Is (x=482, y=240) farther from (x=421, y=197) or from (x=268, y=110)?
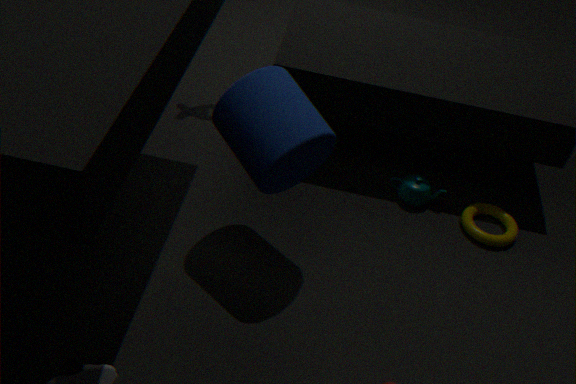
(x=268, y=110)
